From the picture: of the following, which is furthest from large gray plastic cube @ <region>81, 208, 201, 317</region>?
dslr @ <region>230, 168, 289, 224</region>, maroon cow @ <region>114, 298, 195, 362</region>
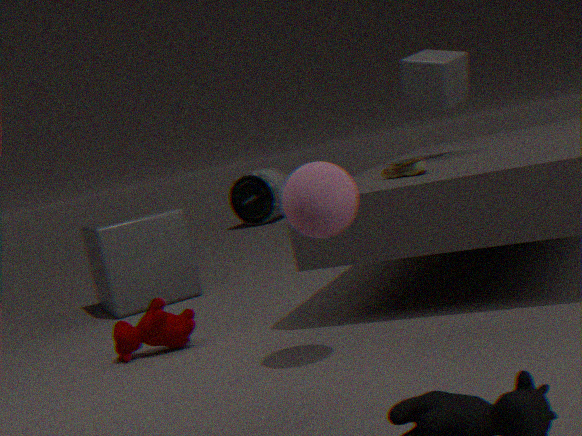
dslr @ <region>230, 168, 289, 224</region>
